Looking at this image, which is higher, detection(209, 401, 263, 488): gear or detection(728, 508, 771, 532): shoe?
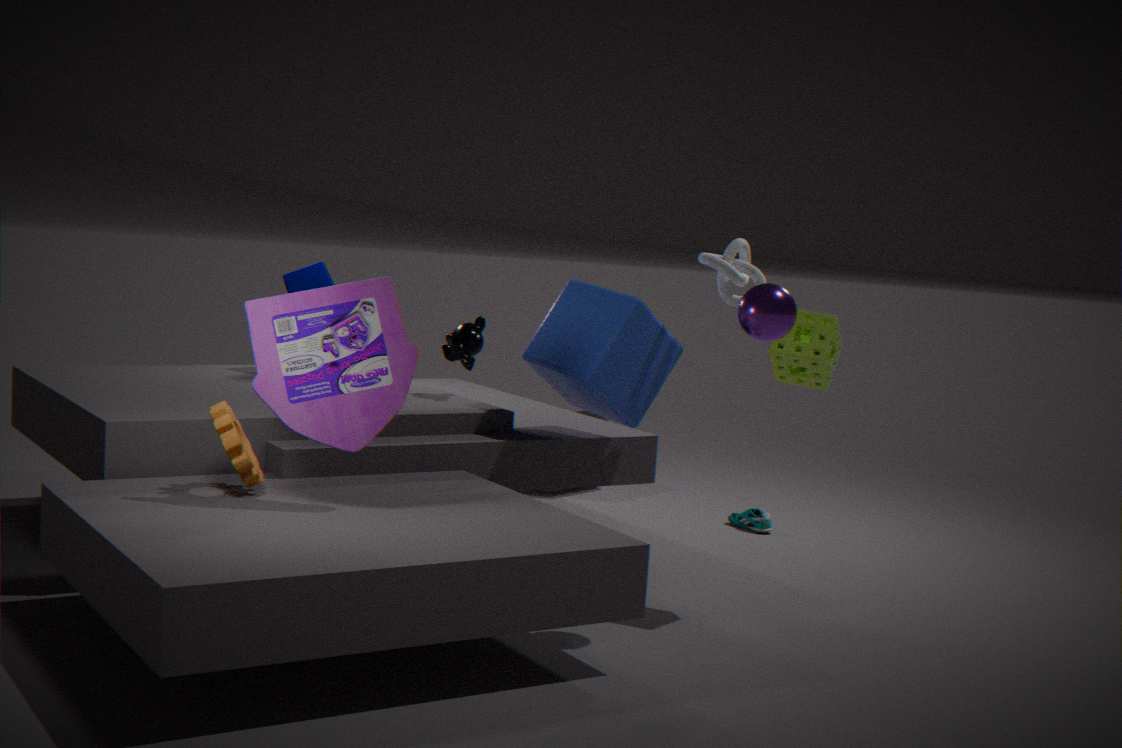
detection(209, 401, 263, 488): gear
